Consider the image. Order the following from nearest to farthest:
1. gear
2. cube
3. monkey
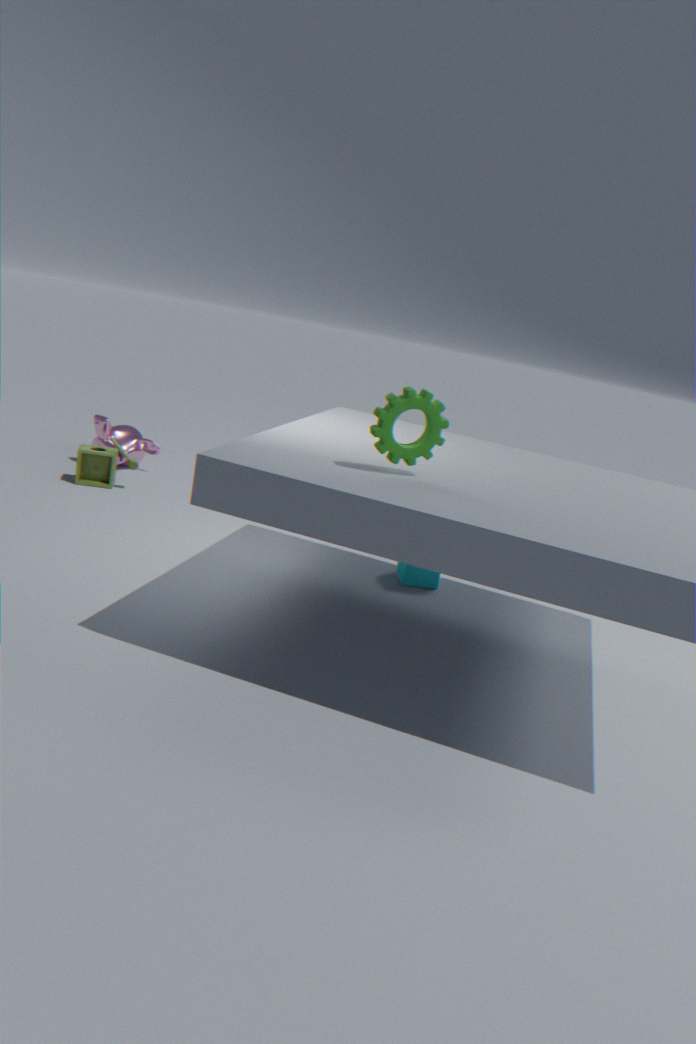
gear
cube
monkey
